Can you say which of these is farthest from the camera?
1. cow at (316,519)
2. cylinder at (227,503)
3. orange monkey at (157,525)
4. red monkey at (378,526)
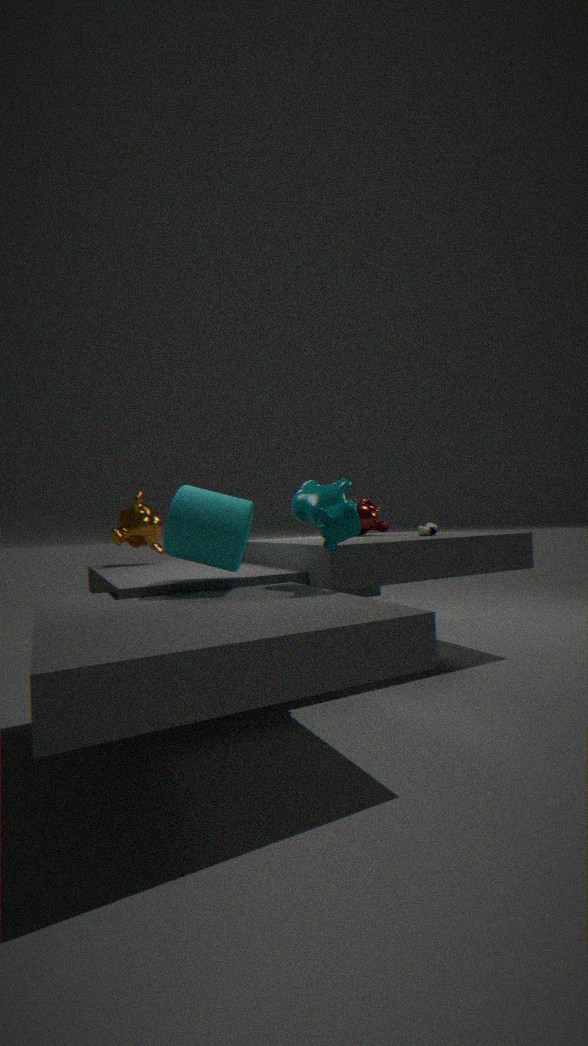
red monkey at (378,526)
